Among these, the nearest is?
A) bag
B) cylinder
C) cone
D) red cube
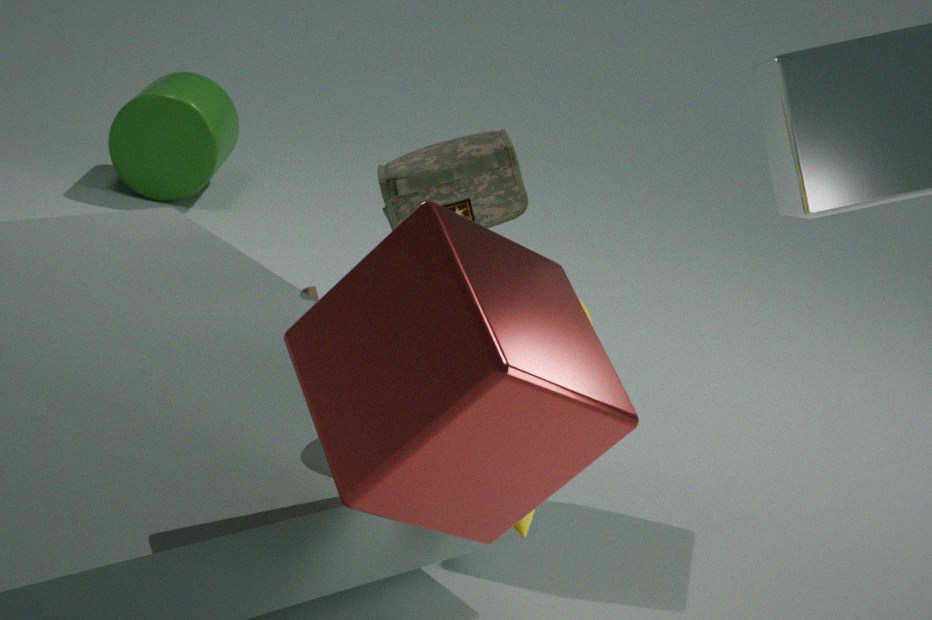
red cube
